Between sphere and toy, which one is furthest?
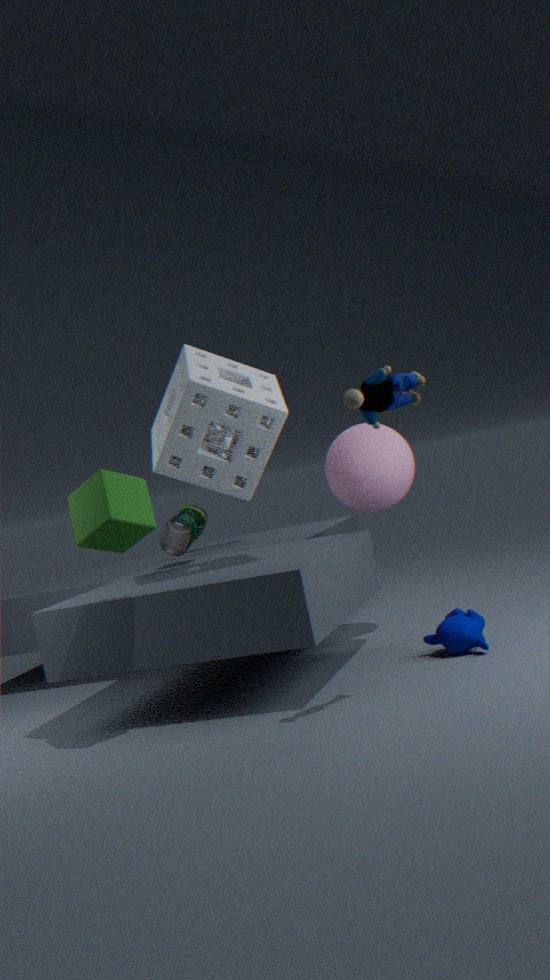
sphere
